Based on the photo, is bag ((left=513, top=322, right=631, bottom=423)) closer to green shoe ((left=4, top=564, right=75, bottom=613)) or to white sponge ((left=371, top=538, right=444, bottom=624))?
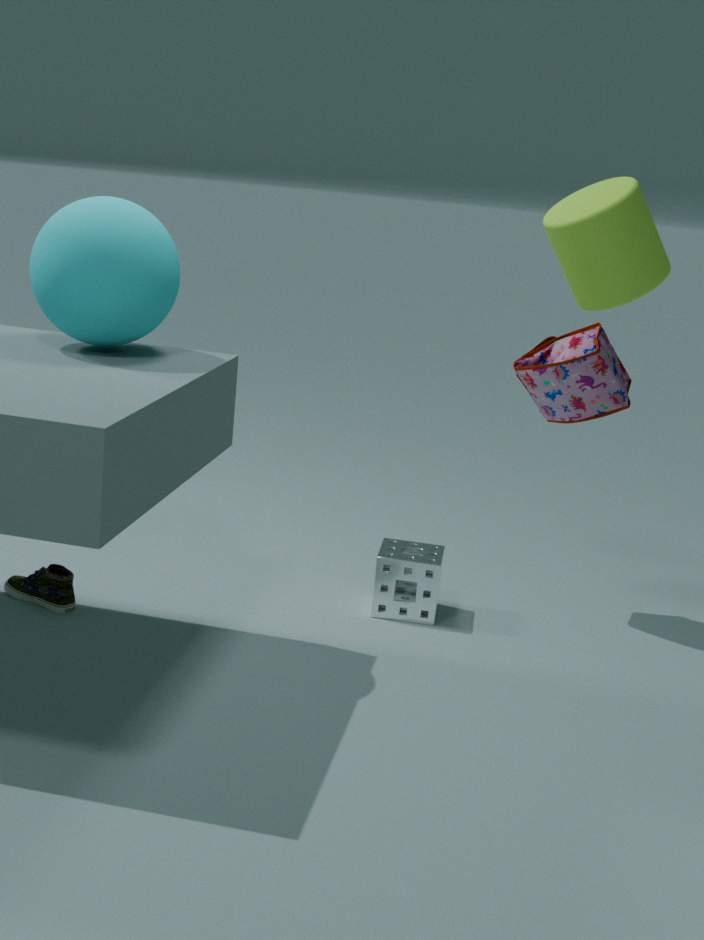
white sponge ((left=371, top=538, right=444, bottom=624))
